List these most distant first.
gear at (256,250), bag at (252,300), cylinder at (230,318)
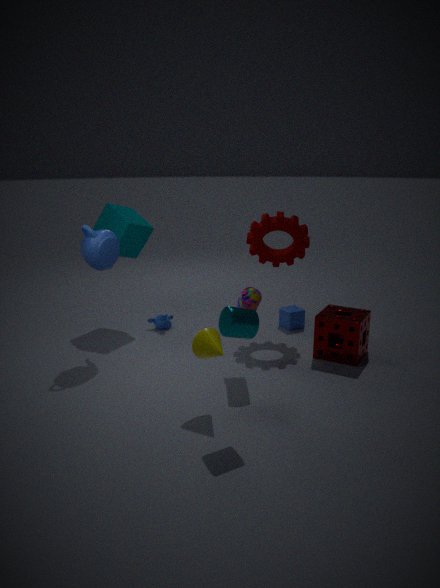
1. gear at (256,250)
2. bag at (252,300)
3. cylinder at (230,318)
